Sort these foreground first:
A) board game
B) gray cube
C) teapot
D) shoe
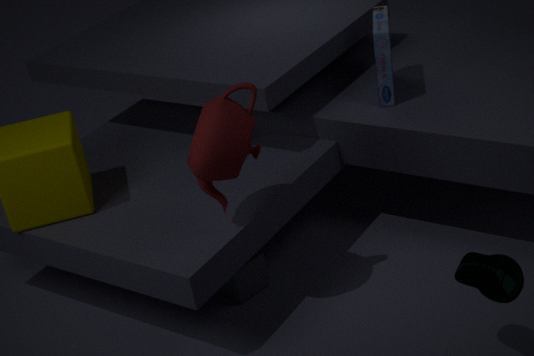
shoe, teapot, gray cube, board game
